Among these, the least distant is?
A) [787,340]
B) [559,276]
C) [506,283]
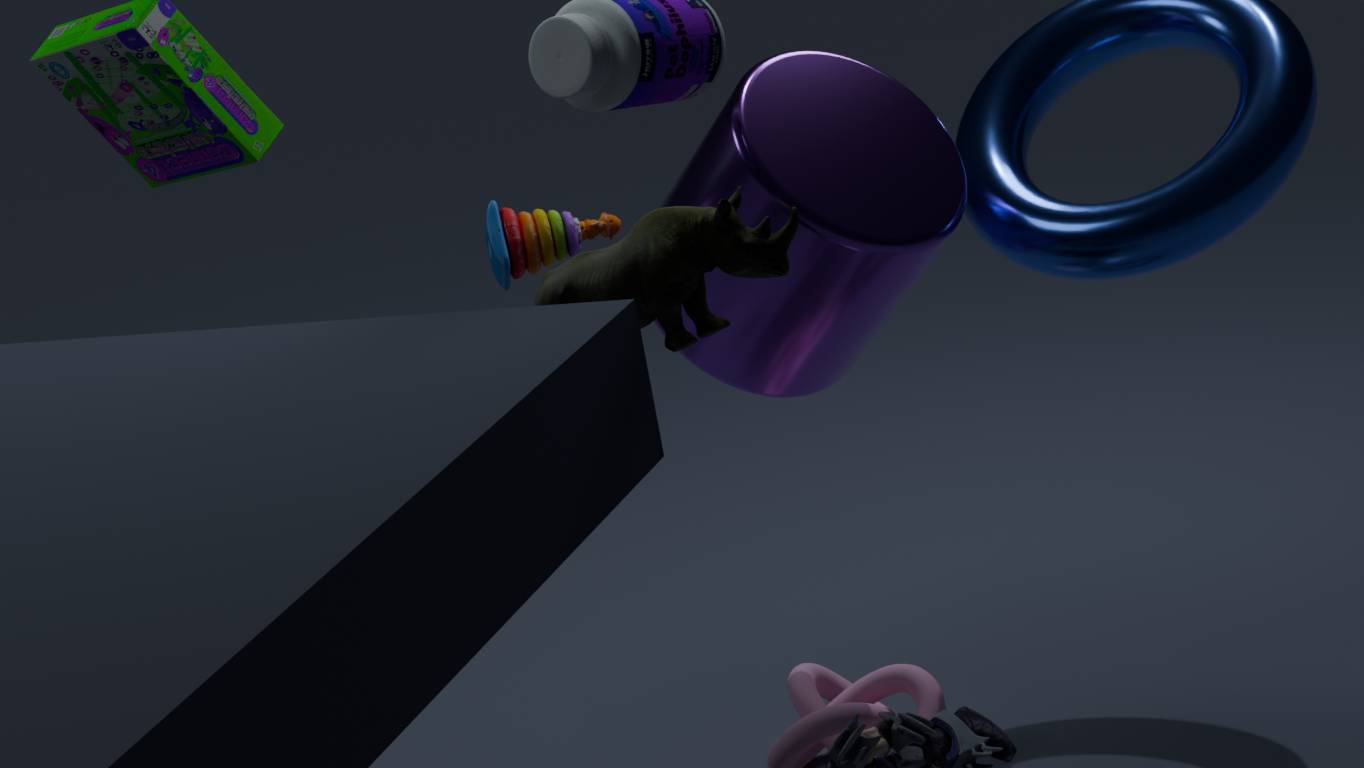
[559,276]
